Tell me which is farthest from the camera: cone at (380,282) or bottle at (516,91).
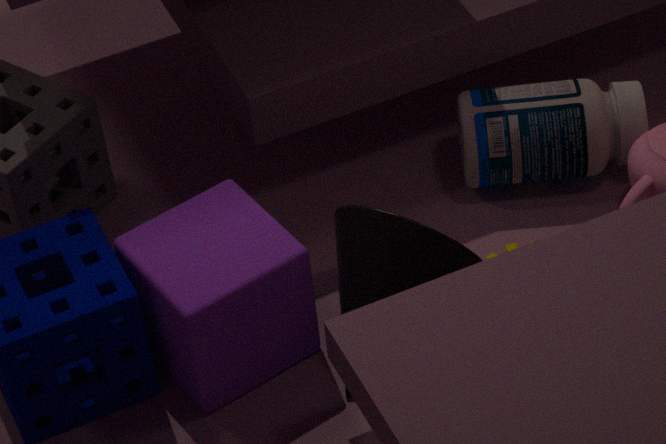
bottle at (516,91)
